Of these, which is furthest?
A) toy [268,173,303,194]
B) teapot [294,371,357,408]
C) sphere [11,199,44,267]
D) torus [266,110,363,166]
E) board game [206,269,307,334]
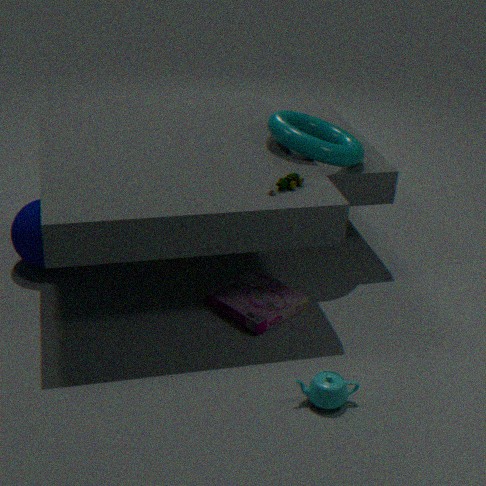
sphere [11,199,44,267]
